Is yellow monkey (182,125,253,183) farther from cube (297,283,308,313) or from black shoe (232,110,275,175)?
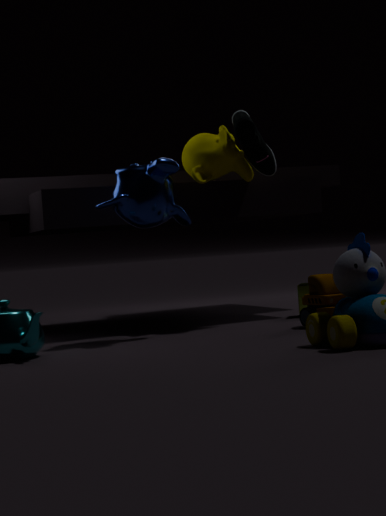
cube (297,283,308,313)
